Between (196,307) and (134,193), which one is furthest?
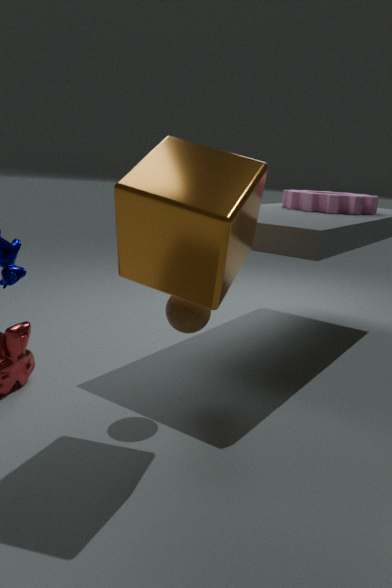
(196,307)
